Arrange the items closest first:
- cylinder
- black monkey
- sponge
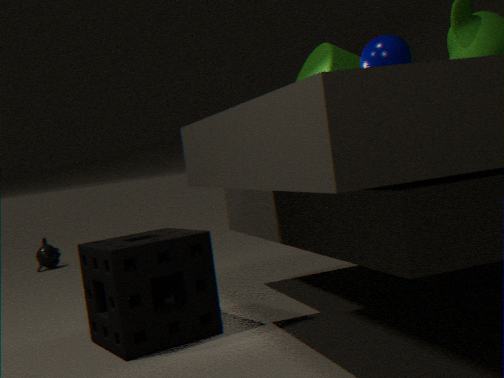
sponge < cylinder < black monkey
